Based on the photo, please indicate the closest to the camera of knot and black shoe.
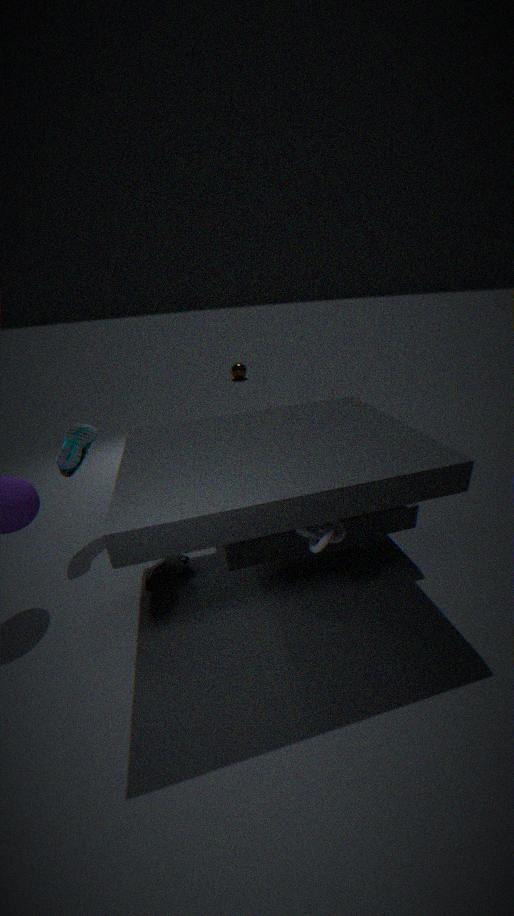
knot
